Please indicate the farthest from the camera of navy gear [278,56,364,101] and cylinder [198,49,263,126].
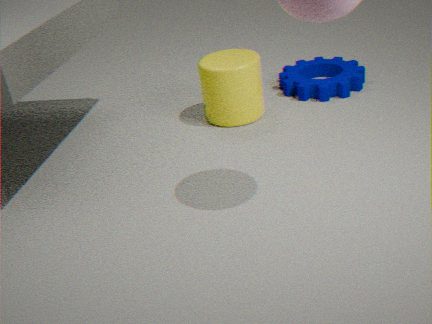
navy gear [278,56,364,101]
